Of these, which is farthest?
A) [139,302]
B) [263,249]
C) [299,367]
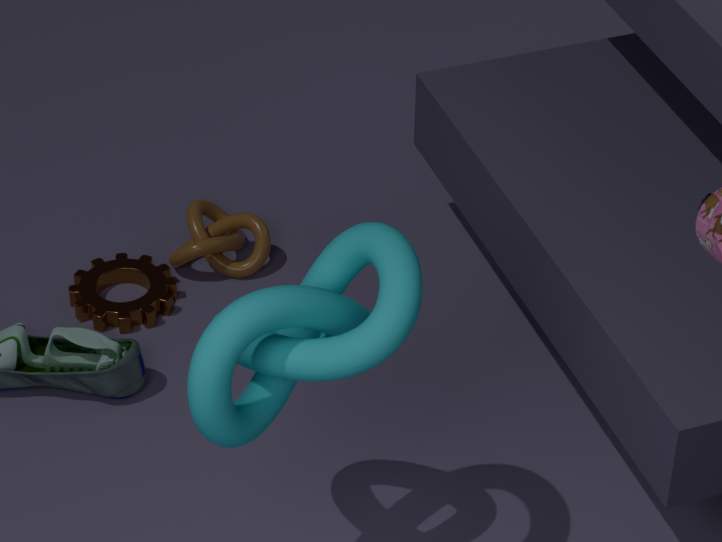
[263,249]
